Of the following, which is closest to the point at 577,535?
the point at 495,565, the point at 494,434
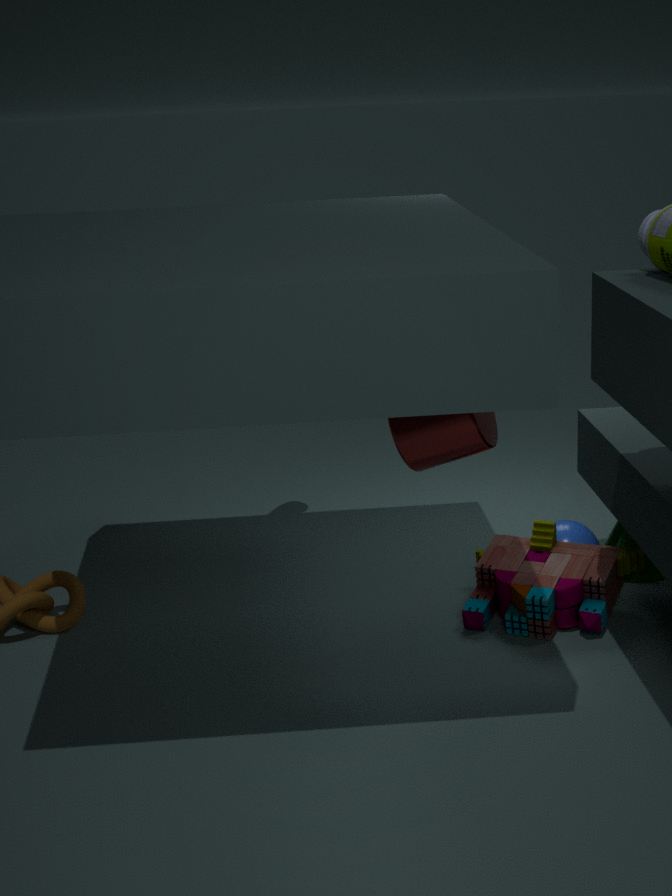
the point at 495,565
